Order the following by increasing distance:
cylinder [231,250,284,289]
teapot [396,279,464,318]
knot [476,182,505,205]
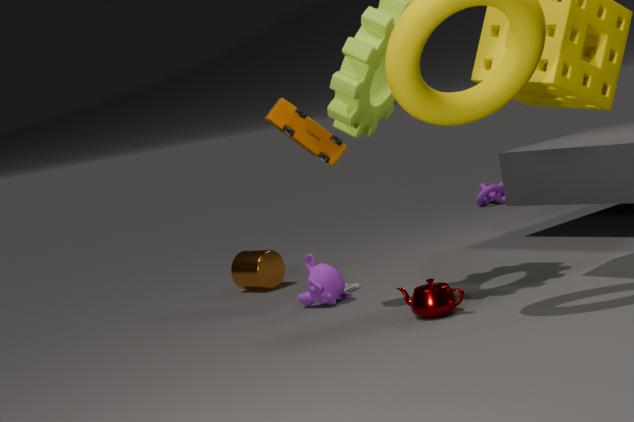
teapot [396,279,464,318]
cylinder [231,250,284,289]
knot [476,182,505,205]
